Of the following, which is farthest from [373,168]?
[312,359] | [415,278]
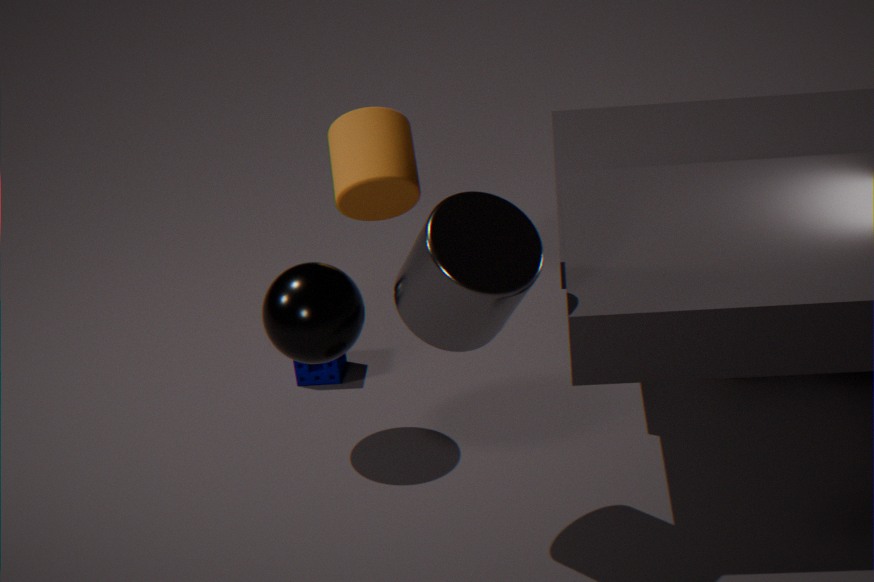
[415,278]
